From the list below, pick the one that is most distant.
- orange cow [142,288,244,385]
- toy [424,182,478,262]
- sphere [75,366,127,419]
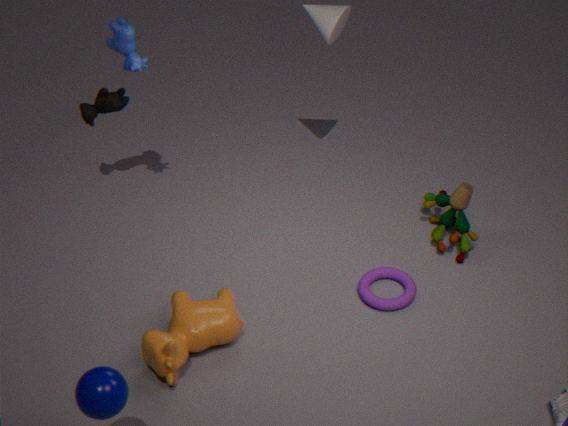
toy [424,182,478,262]
